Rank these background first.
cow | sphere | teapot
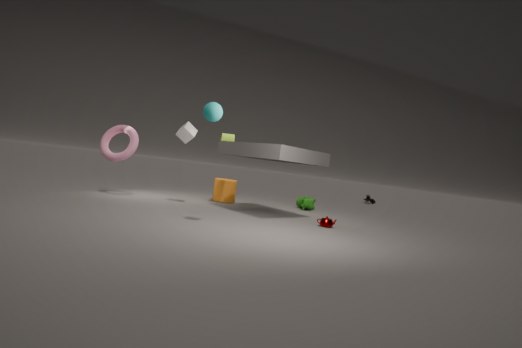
cow
teapot
sphere
